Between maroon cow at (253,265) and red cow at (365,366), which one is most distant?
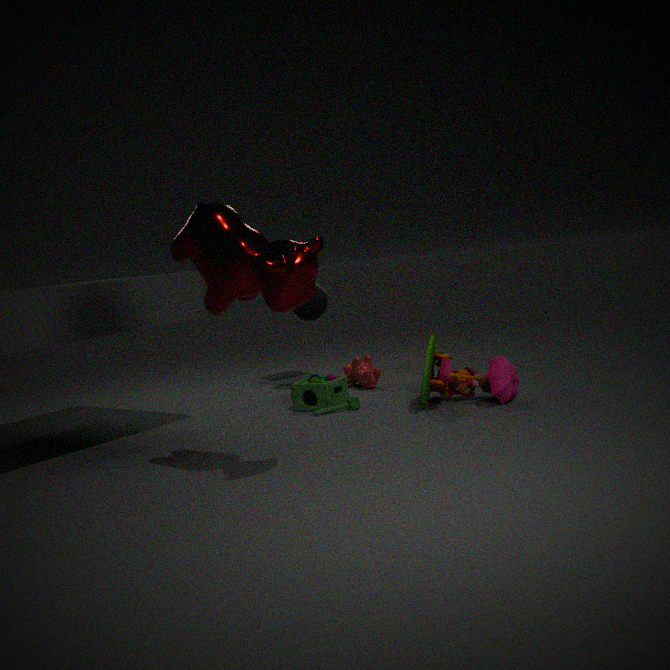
red cow at (365,366)
